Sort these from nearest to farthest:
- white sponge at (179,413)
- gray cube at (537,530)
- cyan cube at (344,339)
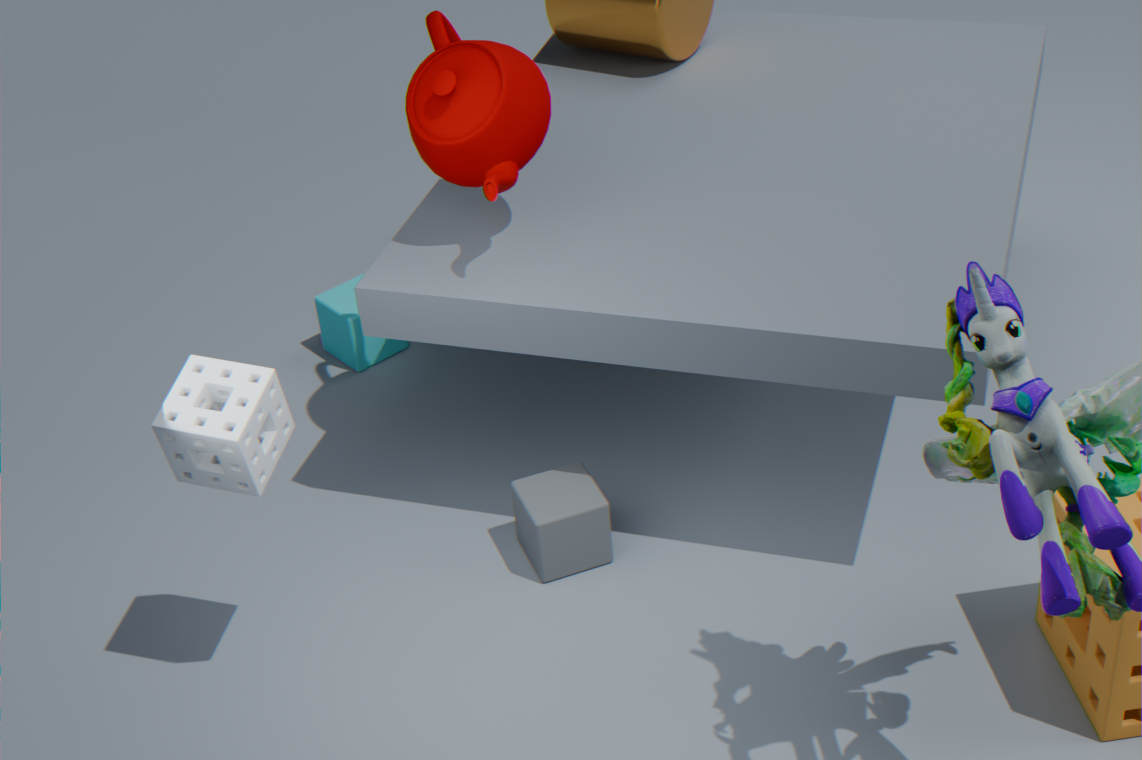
white sponge at (179,413) < gray cube at (537,530) < cyan cube at (344,339)
